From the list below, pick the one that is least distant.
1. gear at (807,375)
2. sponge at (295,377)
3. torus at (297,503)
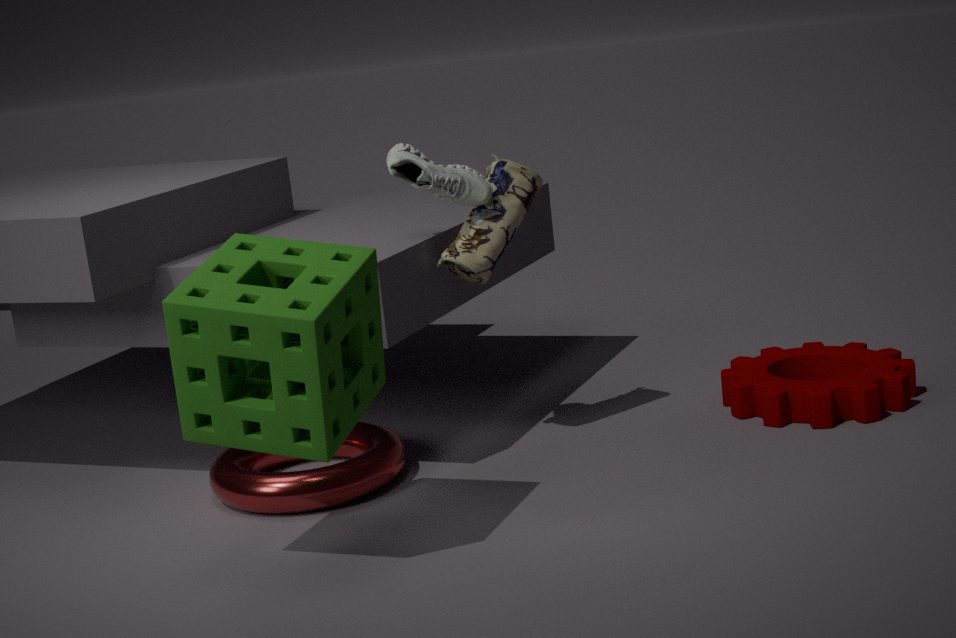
sponge at (295,377)
